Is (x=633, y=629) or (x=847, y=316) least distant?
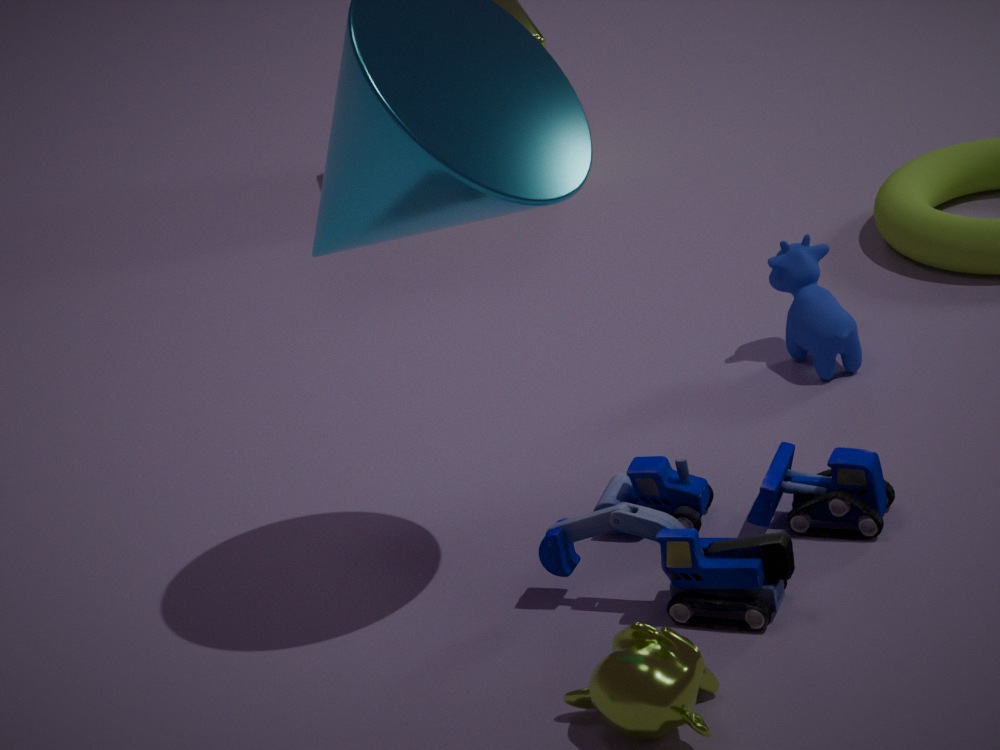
(x=633, y=629)
